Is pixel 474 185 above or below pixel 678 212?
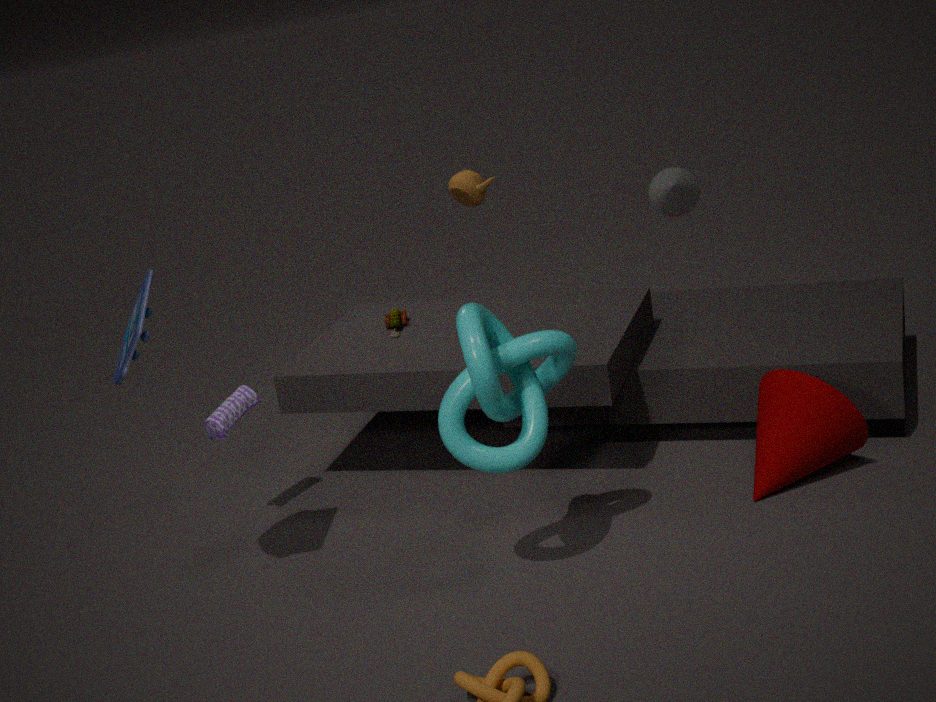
above
